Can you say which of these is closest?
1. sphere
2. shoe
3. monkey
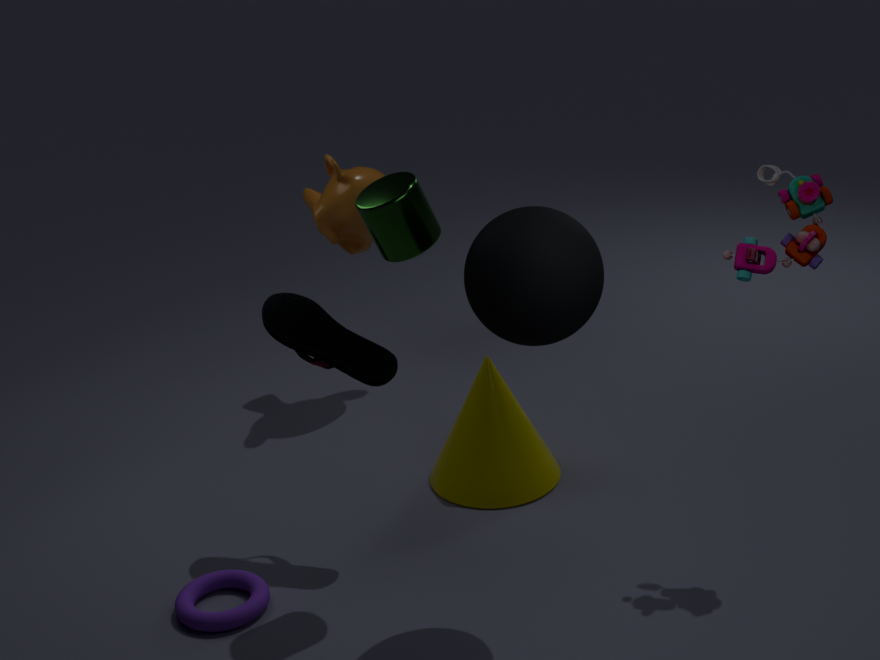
sphere
